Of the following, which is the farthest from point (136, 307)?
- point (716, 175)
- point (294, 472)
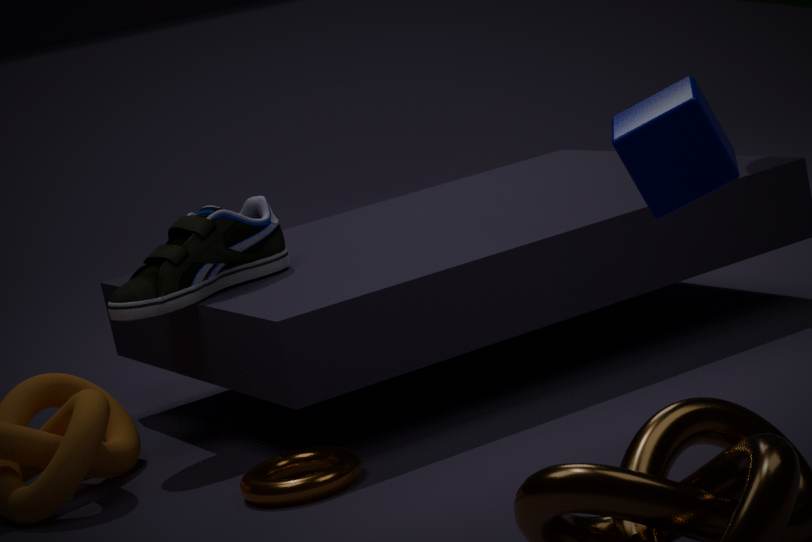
point (716, 175)
